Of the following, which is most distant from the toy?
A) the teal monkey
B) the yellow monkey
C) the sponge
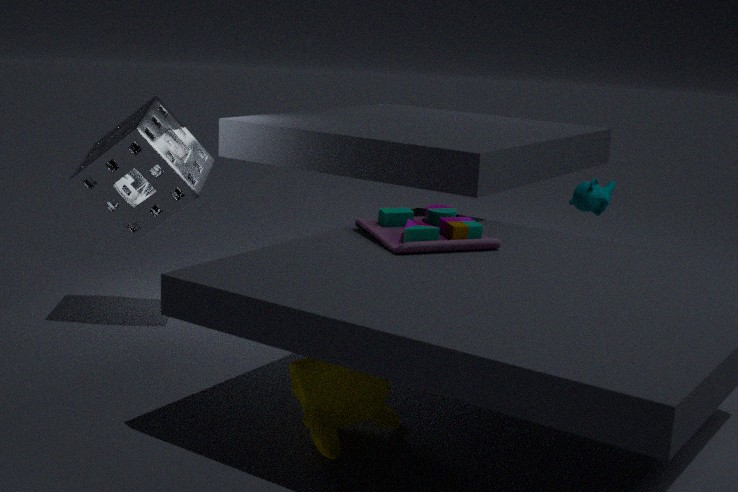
the teal monkey
